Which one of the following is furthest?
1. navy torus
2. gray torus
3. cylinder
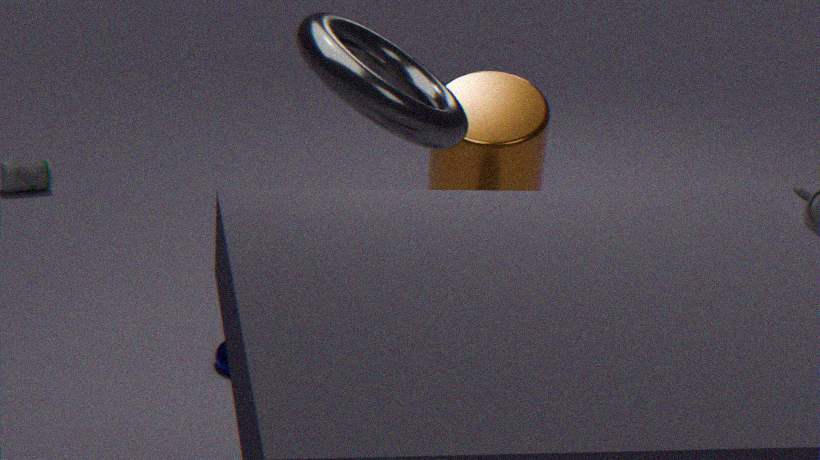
cylinder
